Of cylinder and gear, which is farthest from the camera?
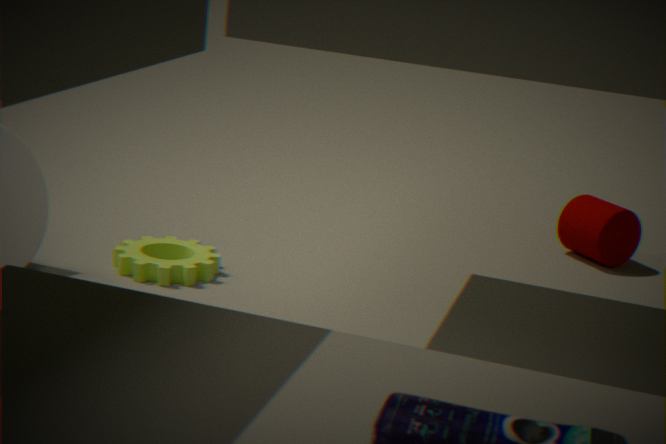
cylinder
